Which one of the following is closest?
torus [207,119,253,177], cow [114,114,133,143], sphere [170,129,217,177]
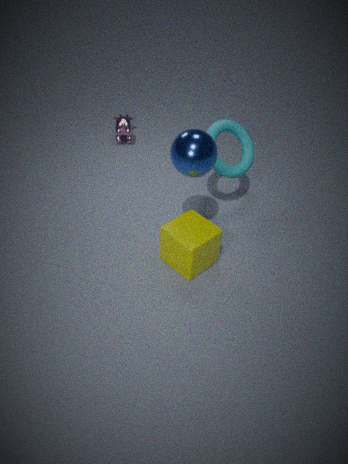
sphere [170,129,217,177]
